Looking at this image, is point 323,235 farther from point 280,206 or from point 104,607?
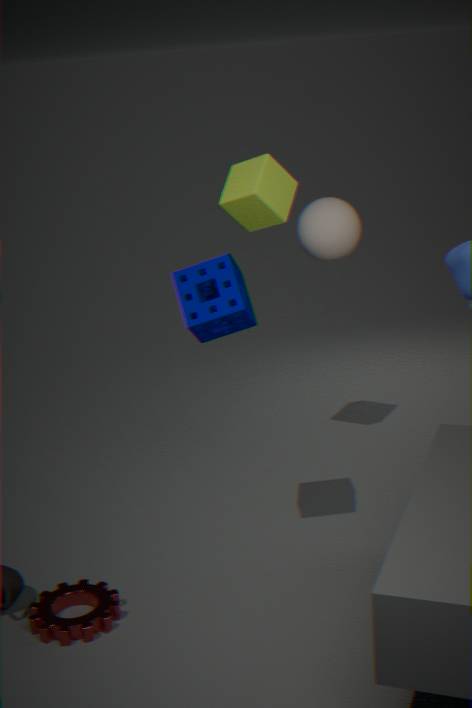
point 104,607
